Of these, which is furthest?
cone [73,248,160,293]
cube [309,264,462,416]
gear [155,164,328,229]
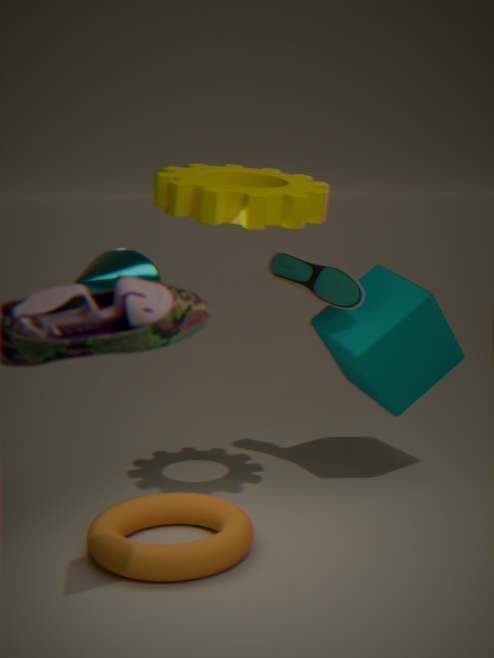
cube [309,264,462,416]
